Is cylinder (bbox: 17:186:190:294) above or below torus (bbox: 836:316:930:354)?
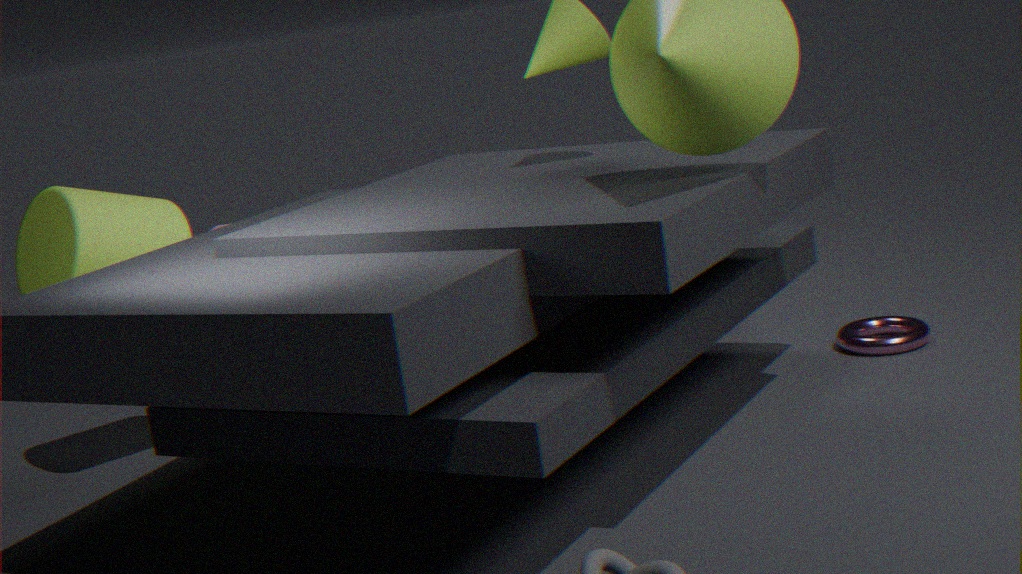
above
